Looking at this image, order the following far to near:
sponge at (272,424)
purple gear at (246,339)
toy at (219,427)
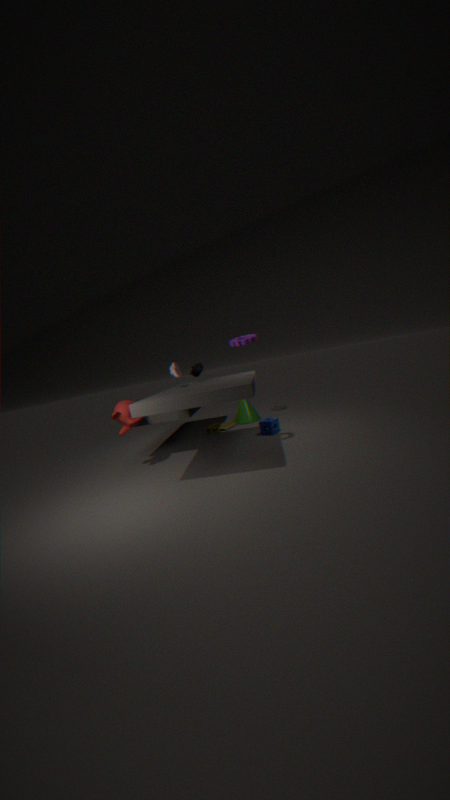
1. toy at (219,427)
2. sponge at (272,424)
3. purple gear at (246,339)
